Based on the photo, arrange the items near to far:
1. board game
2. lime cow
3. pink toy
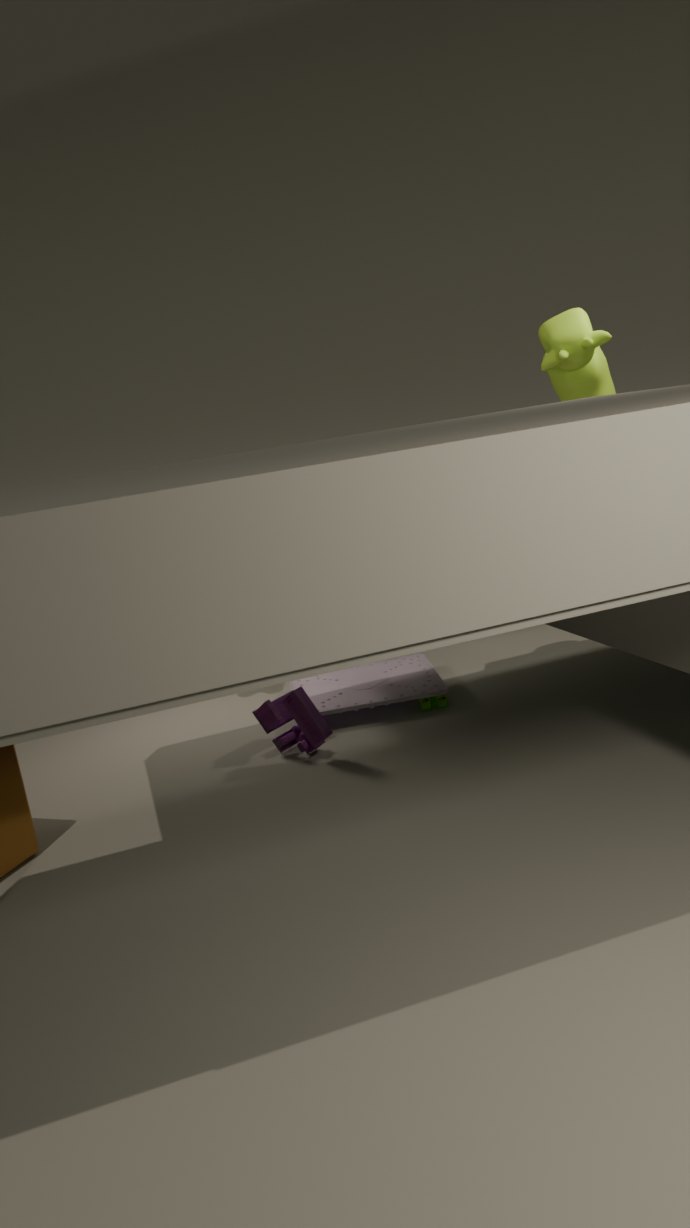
pink toy, board game, lime cow
